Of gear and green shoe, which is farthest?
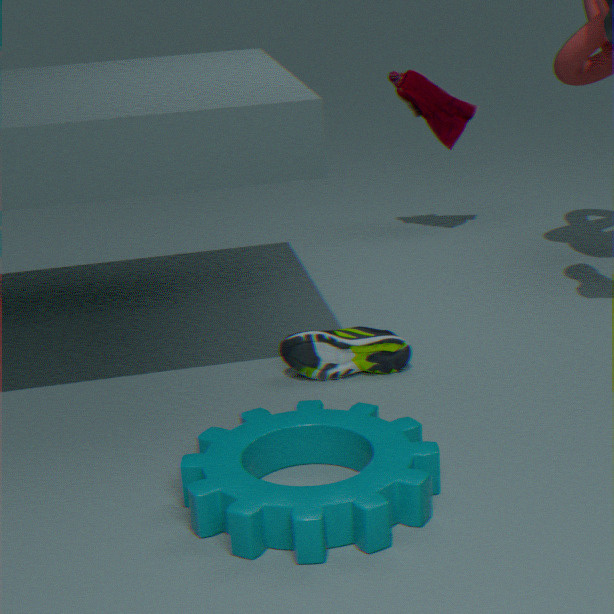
green shoe
